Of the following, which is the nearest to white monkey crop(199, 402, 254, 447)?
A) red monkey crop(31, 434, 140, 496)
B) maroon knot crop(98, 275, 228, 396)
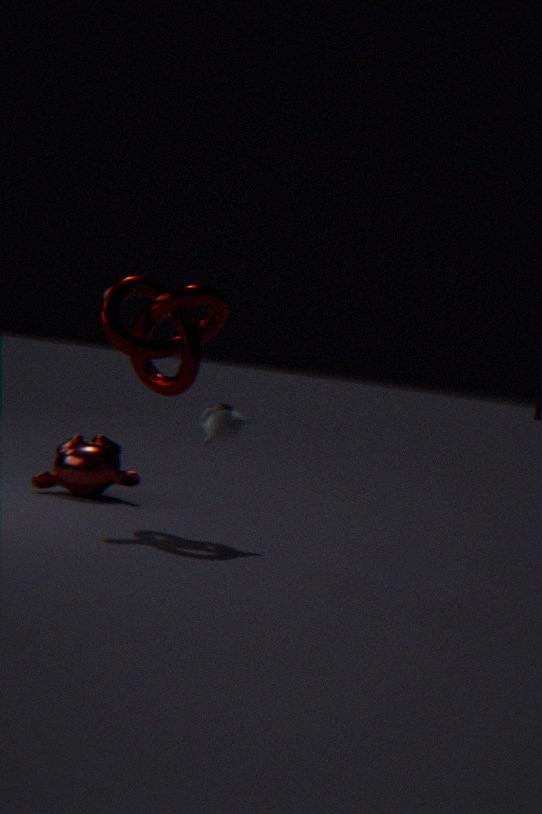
maroon knot crop(98, 275, 228, 396)
